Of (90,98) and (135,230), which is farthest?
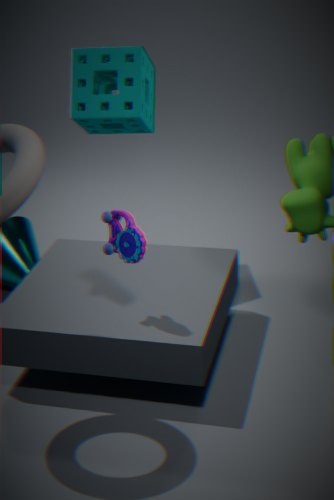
(90,98)
